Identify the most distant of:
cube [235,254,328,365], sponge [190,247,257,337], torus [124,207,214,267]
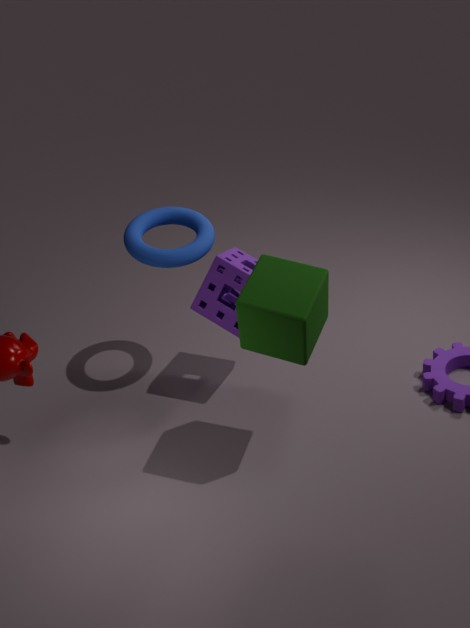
torus [124,207,214,267]
